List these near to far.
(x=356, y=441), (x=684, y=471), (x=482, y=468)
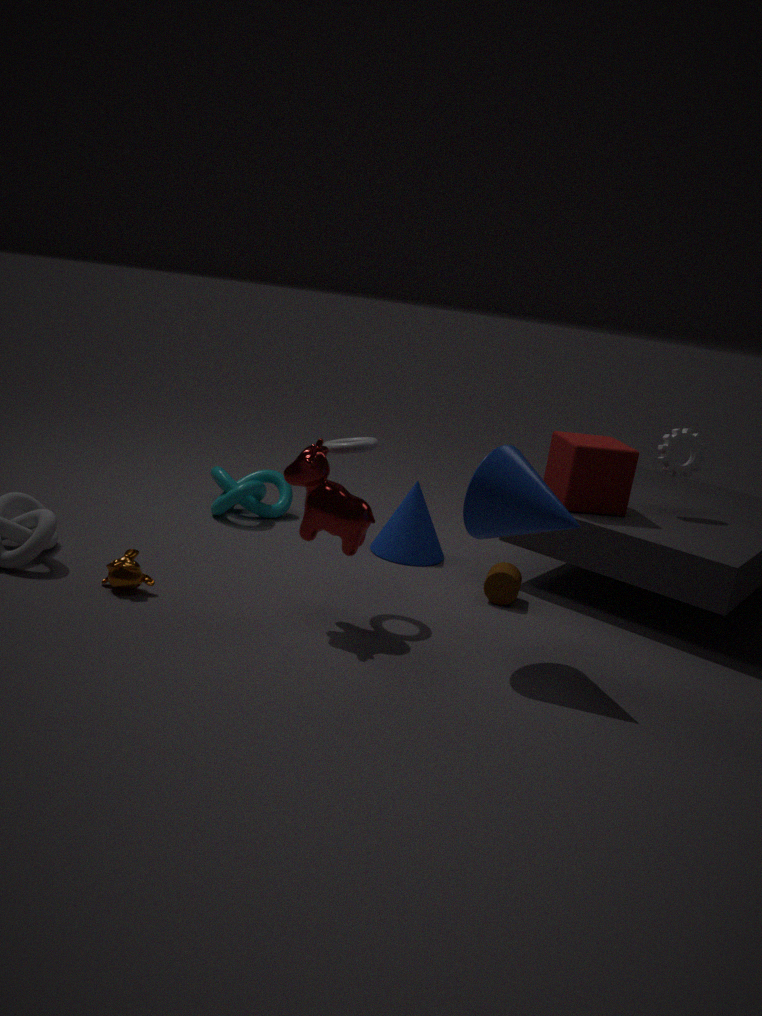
(x=482, y=468), (x=356, y=441), (x=684, y=471)
